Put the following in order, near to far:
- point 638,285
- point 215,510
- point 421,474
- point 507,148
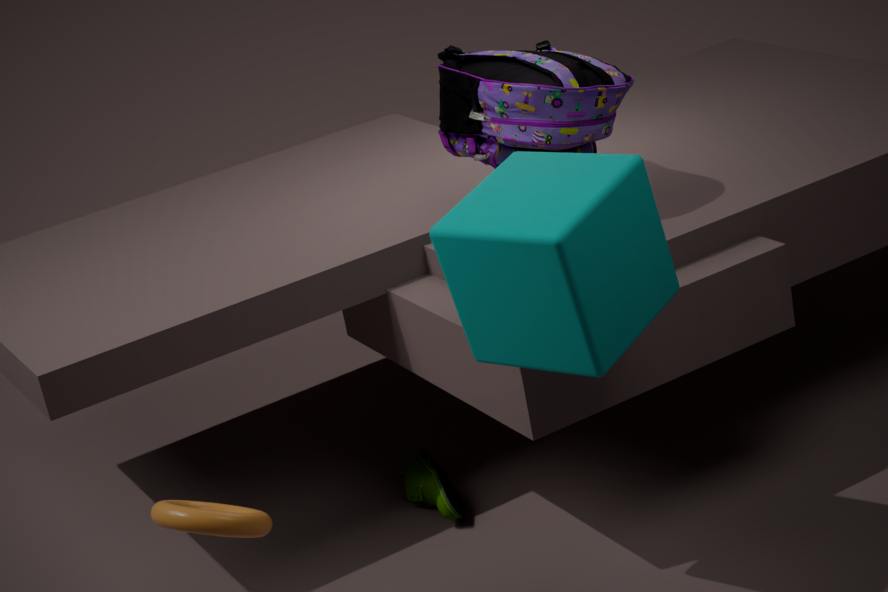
point 638,285
point 215,510
point 507,148
point 421,474
